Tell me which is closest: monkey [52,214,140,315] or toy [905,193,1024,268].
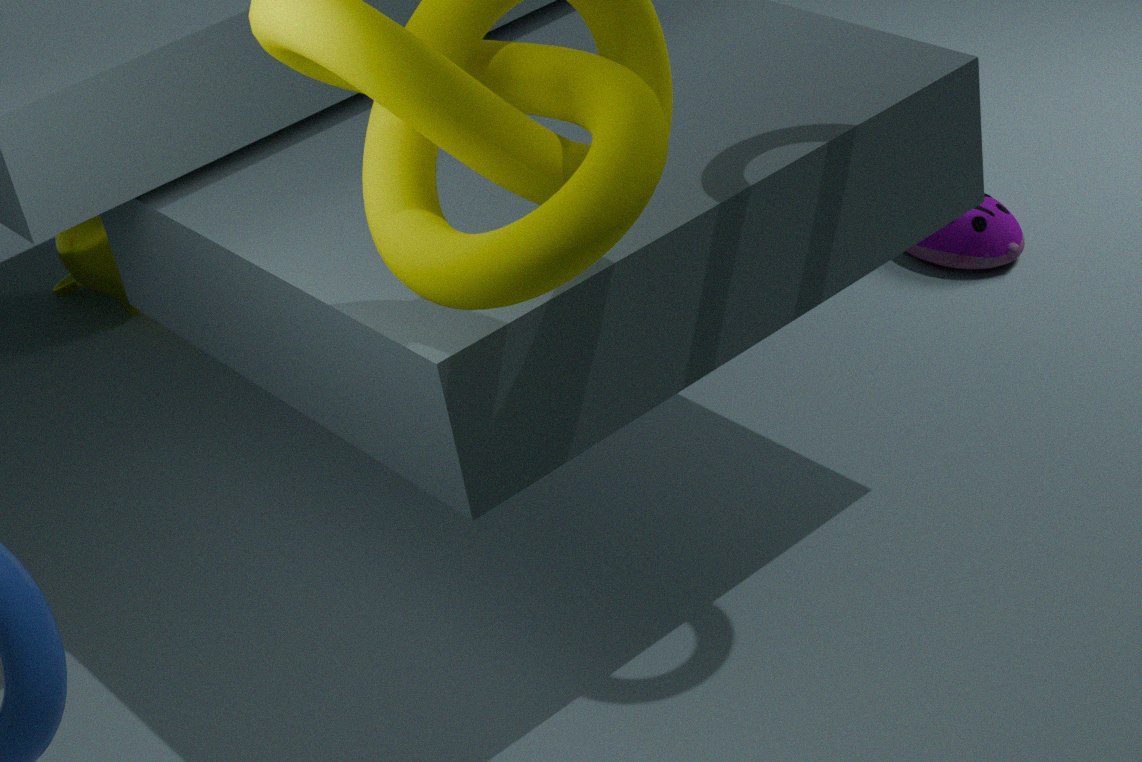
toy [905,193,1024,268]
